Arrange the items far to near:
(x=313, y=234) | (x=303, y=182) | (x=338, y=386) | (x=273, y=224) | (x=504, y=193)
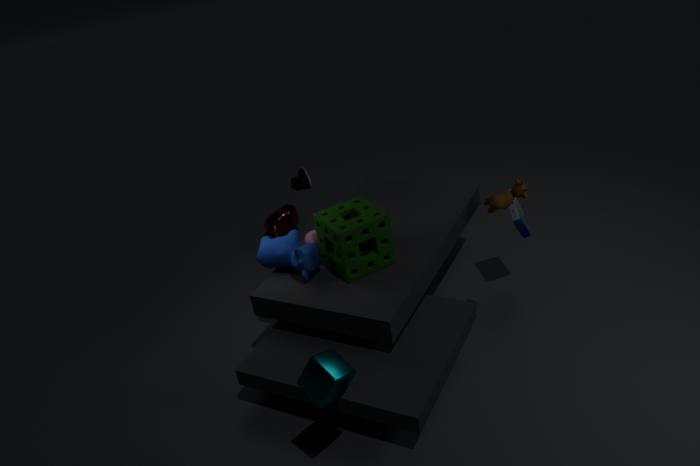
1. (x=303, y=182)
2. (x=273, y=224)
3. (x=313, y=234)
4. (x=504, y=193)
5. (x=338, y=386)
